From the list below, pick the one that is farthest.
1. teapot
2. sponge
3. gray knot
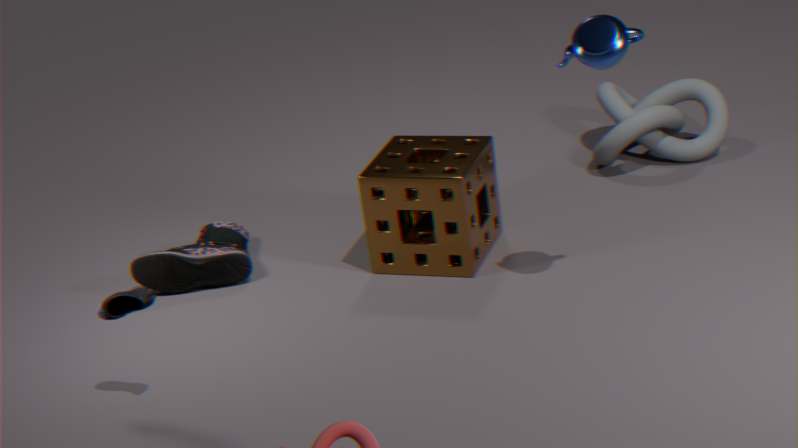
gray knot
